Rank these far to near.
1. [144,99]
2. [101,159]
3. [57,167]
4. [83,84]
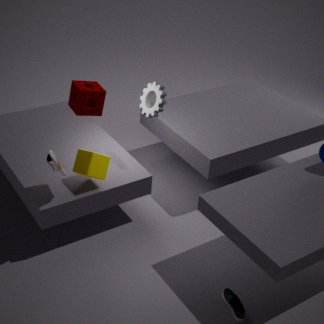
1. [144,99]
2. [101,159]
3. [57,167]
4. [83,84]
